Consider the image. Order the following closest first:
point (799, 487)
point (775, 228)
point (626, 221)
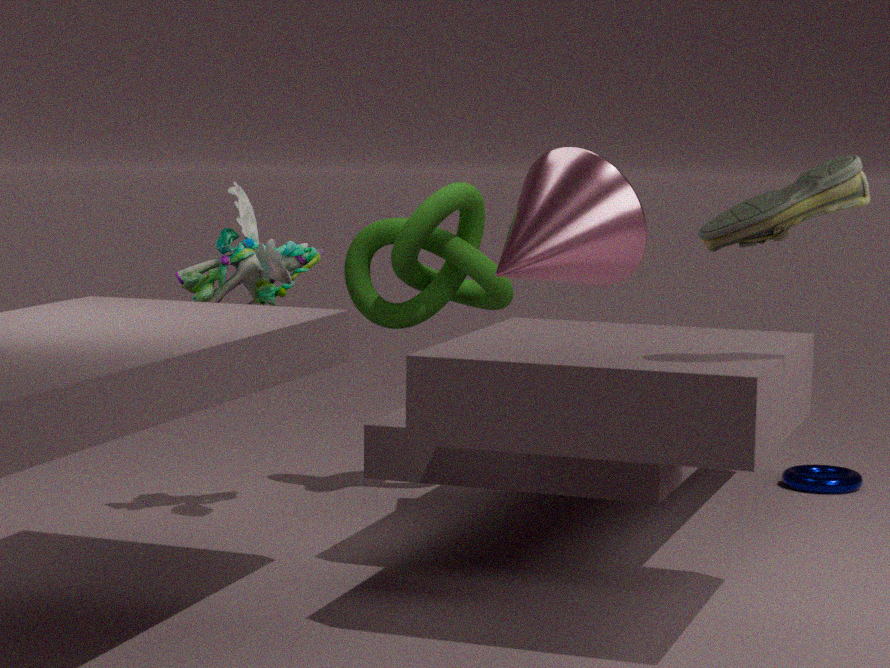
point (775, 228), point (626, 221), point (799, 487)
